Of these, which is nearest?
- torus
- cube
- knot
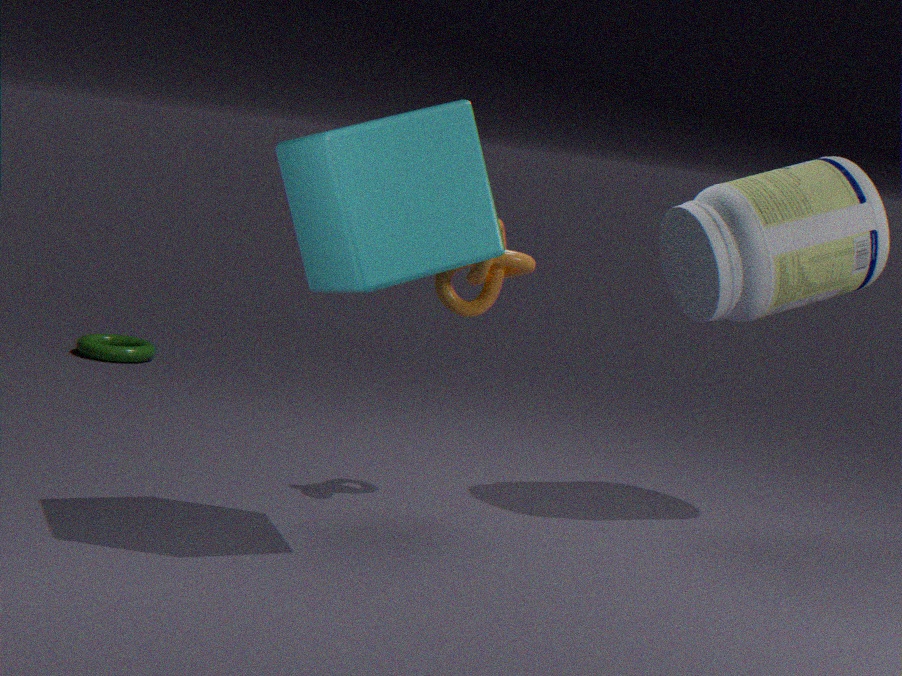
cube
